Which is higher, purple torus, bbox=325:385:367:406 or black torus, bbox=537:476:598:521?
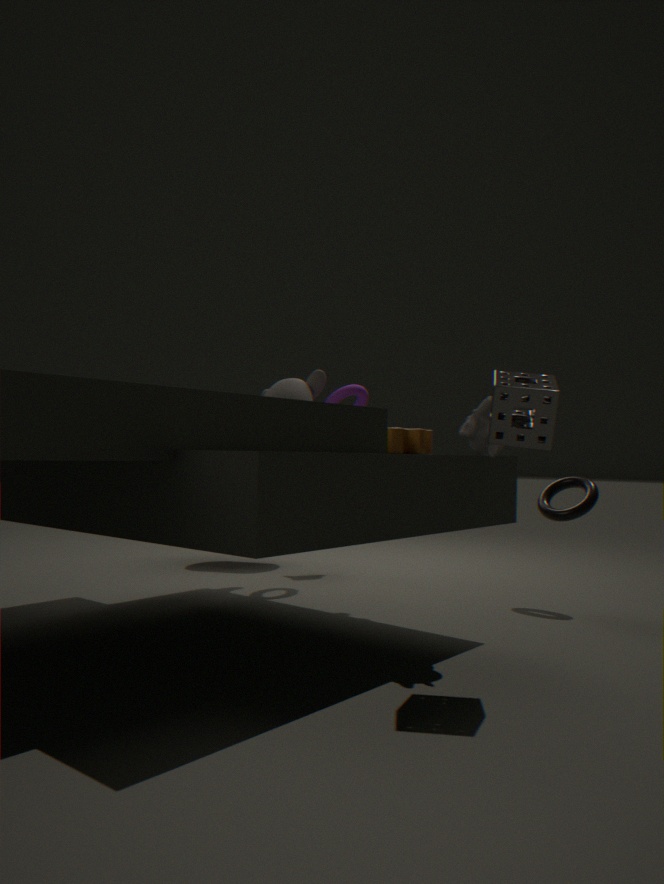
purple torus, bbox=325:385:367:406
